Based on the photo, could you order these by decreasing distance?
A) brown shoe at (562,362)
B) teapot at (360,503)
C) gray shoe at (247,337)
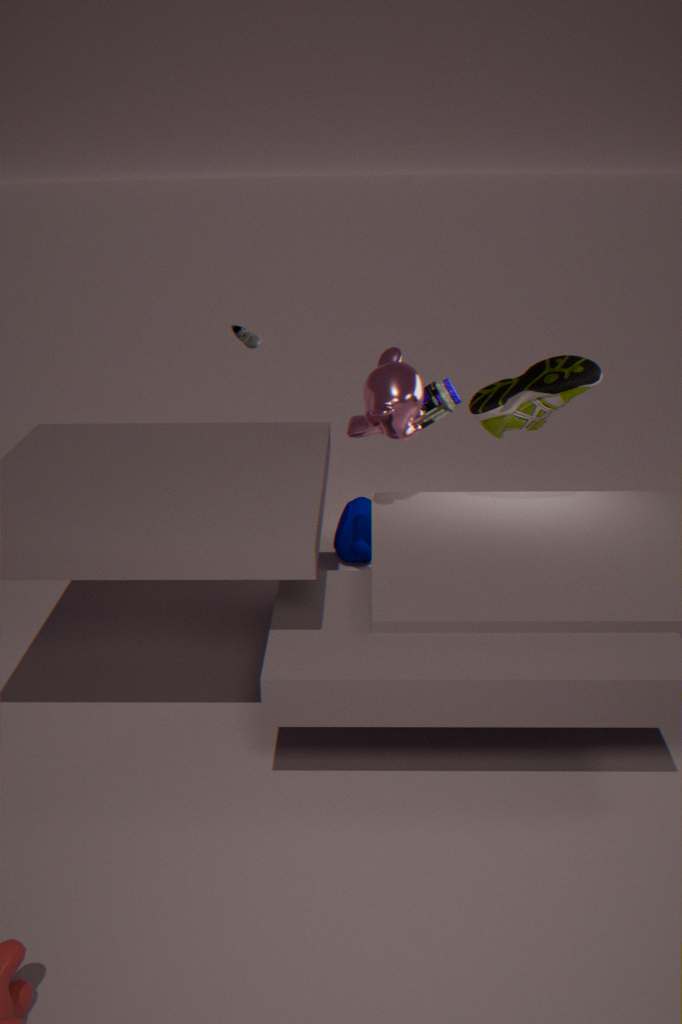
gray shoe at (247,337) → teapot at (360,503) → brown shoe at (562,362)
